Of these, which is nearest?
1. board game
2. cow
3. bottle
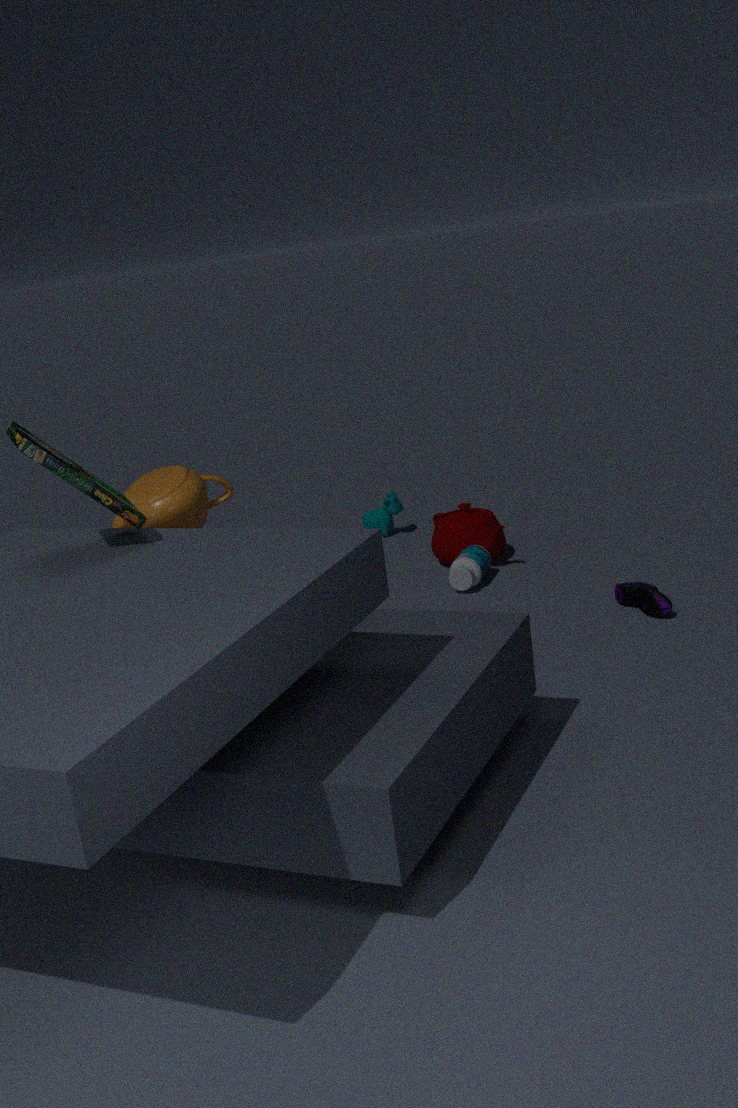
board game
